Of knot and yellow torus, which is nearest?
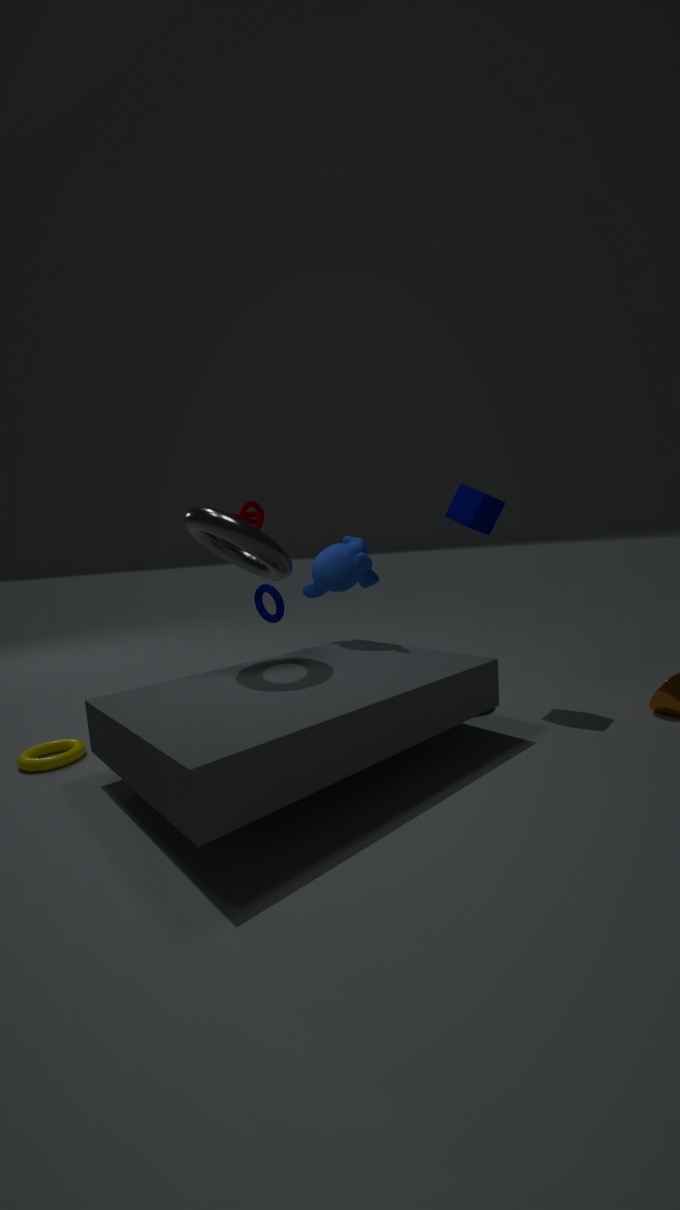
yellow torus
